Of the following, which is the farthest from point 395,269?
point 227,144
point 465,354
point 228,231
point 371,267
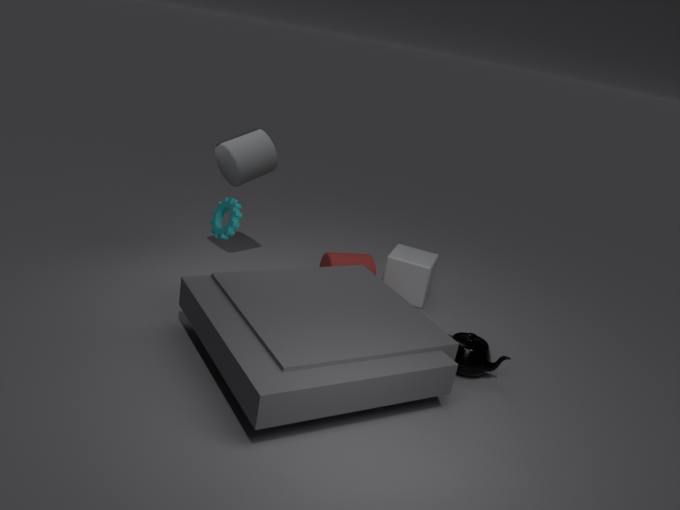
point 228,231
